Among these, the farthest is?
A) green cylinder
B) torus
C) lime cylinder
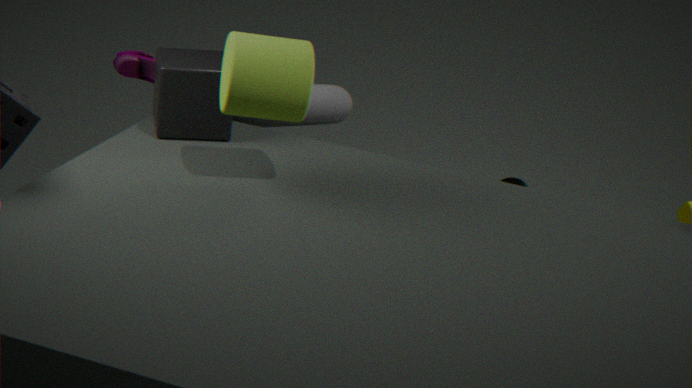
green cylinder
